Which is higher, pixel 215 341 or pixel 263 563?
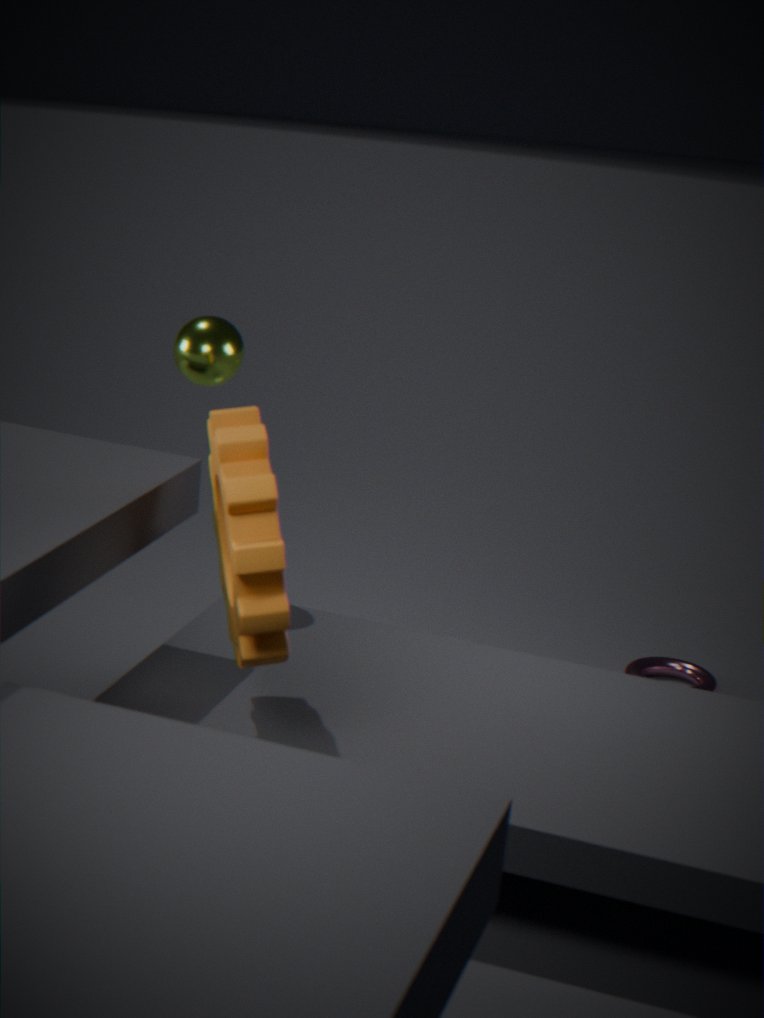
pixel 215 341
